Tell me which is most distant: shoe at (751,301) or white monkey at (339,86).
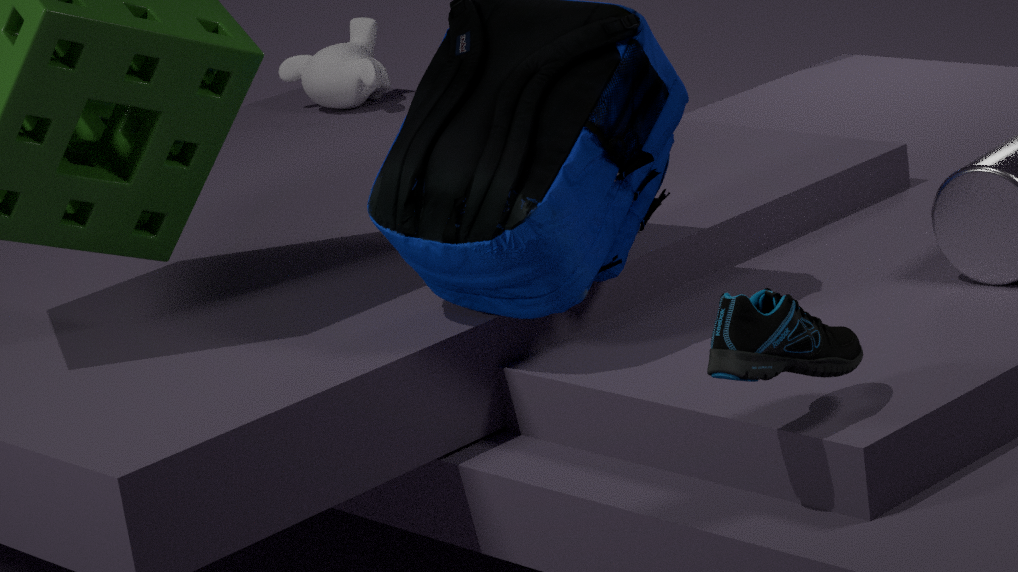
white monkey at (339,86)
